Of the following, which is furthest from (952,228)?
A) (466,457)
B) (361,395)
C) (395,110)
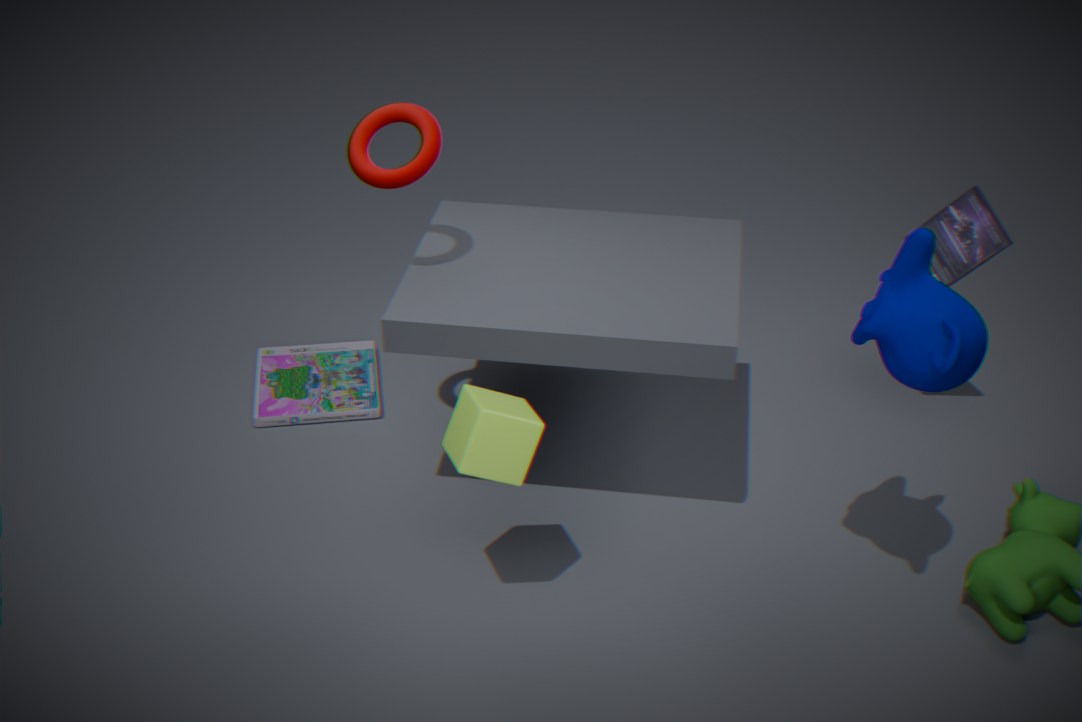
(361,395)
